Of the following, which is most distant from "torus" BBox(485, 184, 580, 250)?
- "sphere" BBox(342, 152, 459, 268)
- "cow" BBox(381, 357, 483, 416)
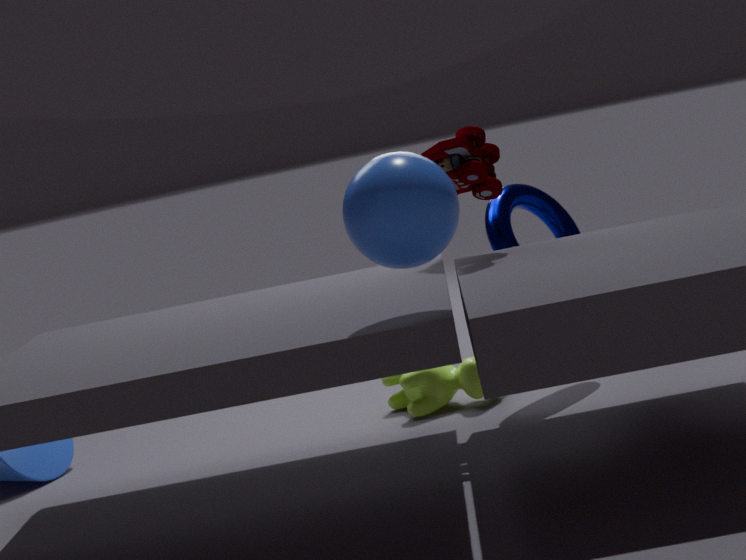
"sphere" BBox(342, 152, 459, 268)
